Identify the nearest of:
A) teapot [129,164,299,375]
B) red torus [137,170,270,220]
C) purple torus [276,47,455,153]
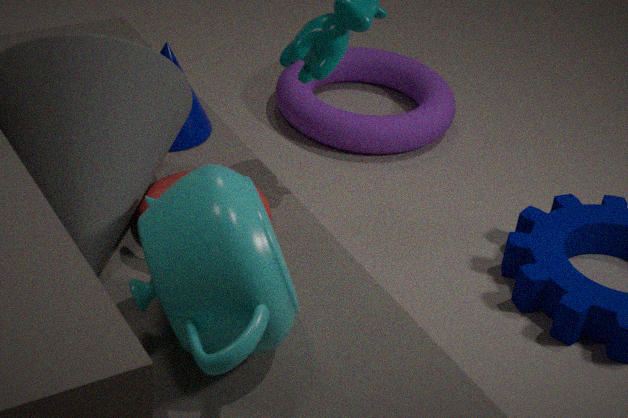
teapot [129,164,299,375]
